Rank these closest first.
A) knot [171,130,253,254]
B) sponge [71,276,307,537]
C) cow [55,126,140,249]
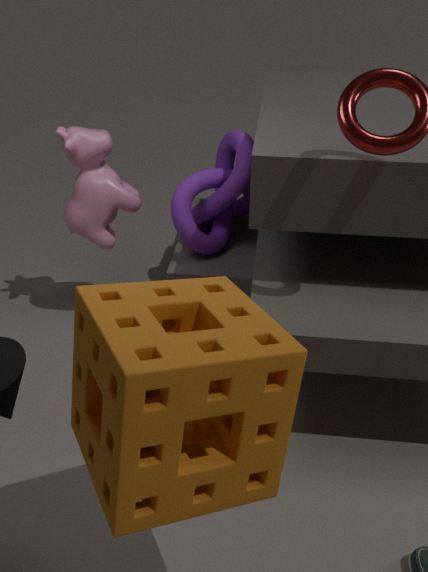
1. sponge [71,276,307,537]
2. cow [55,126,140,249]
3. knot [171,130,253,254]
